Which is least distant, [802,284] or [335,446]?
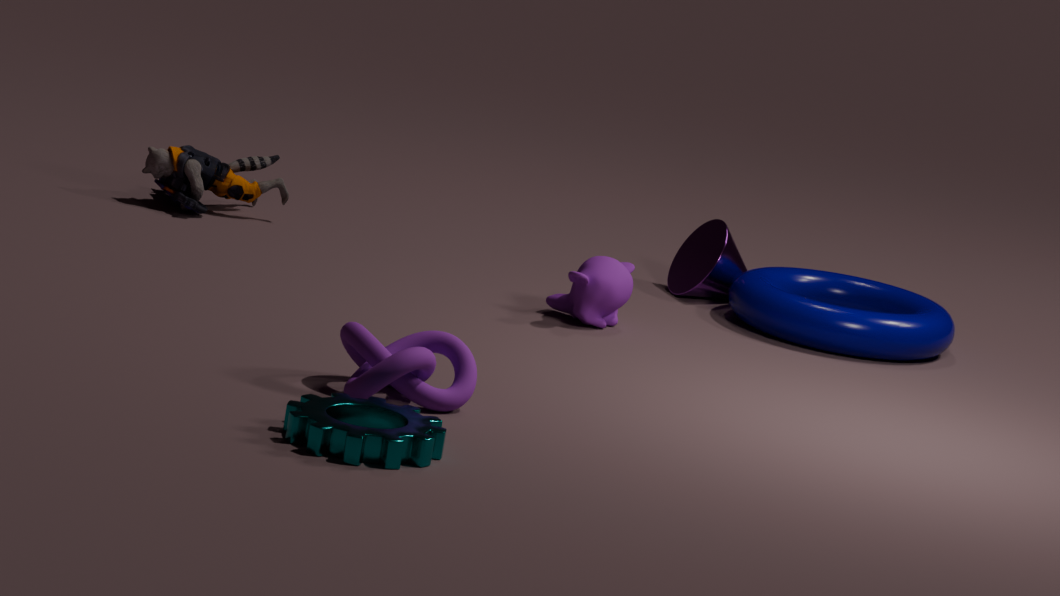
[335,446]
